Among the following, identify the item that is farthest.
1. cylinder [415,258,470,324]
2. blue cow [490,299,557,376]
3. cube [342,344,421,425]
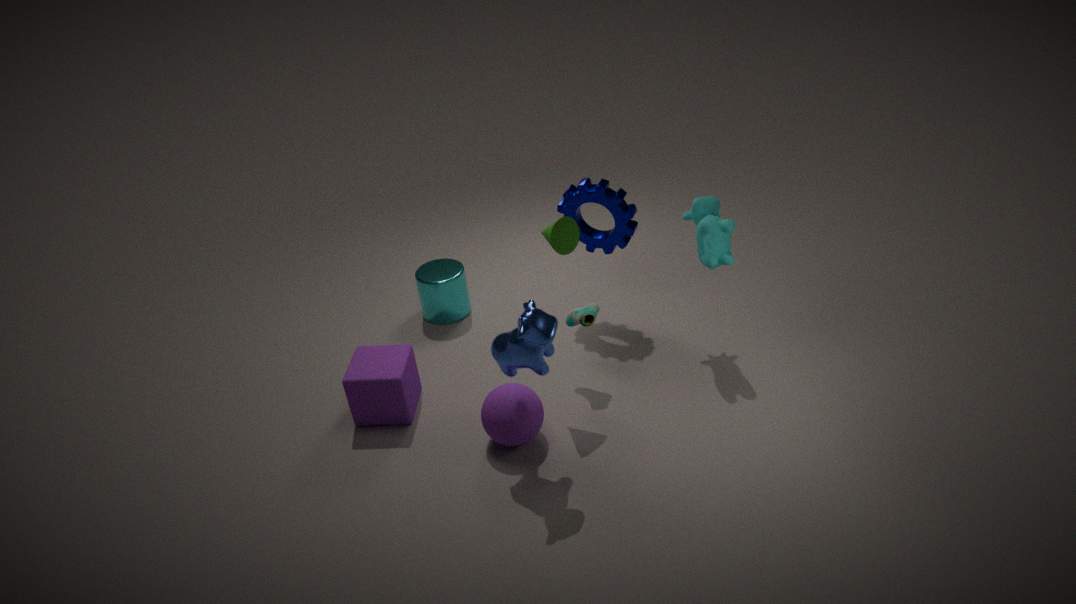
cylinder [415,258,470,324]
